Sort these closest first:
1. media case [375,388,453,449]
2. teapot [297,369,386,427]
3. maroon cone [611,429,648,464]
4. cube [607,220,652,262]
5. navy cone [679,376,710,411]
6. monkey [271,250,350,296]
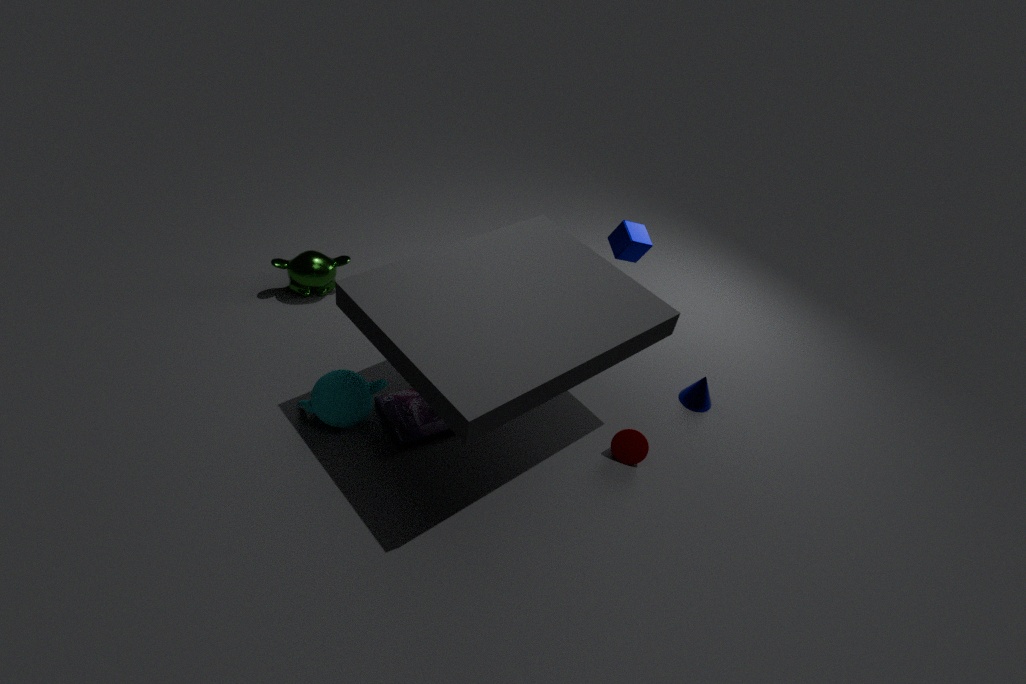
teapot [297,369,386,427] → media case [375,388,453,449] → maroon cone [611,429,648,464] → cube [607,220,652,262] → navy cone [679,376,710,411] → monkey [271,250,350,296]
